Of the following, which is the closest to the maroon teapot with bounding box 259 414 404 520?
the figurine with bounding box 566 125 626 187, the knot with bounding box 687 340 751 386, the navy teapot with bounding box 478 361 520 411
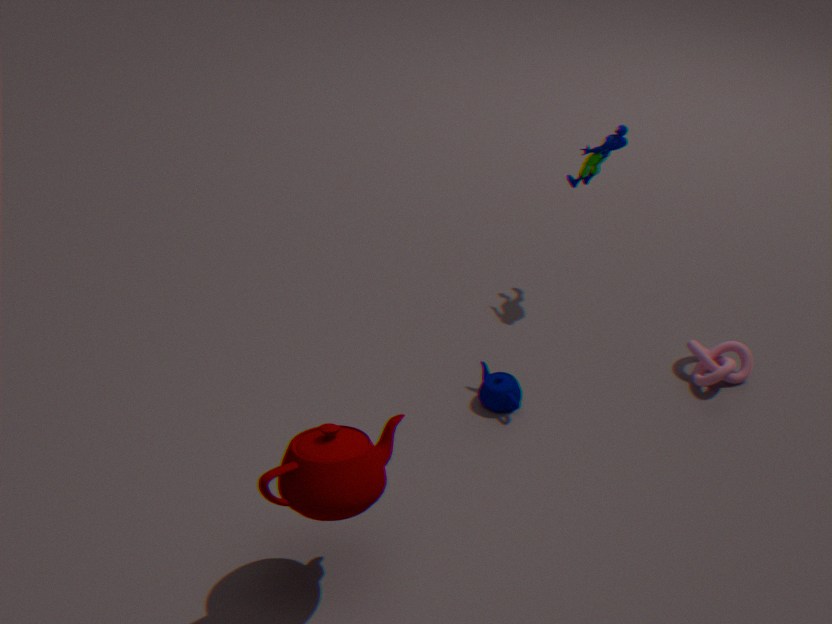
the navy teapot with bounding box 478 361 520 411
